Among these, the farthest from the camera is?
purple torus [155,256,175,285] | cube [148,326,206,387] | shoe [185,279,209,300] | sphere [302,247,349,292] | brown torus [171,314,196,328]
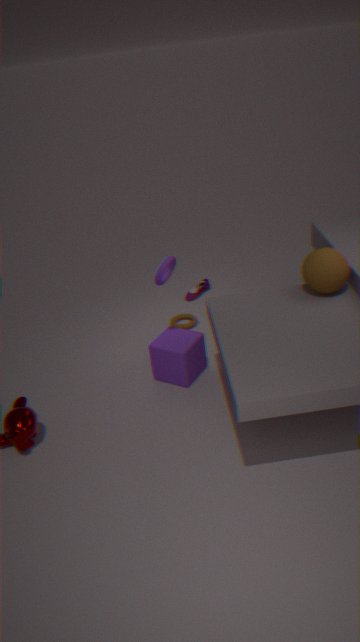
shoe [185,279,209,300]
